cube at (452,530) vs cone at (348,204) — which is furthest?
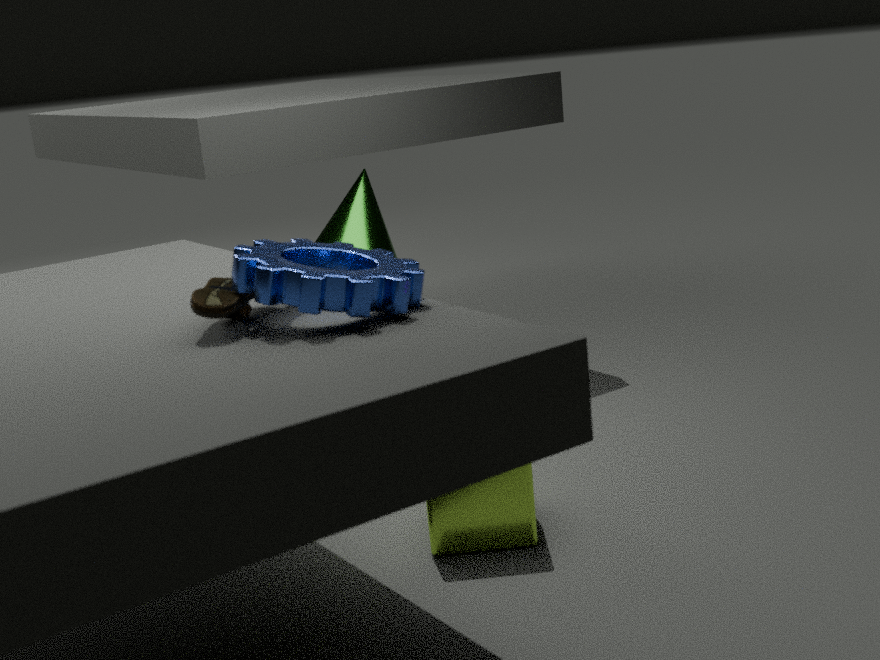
cone at (348,204)
